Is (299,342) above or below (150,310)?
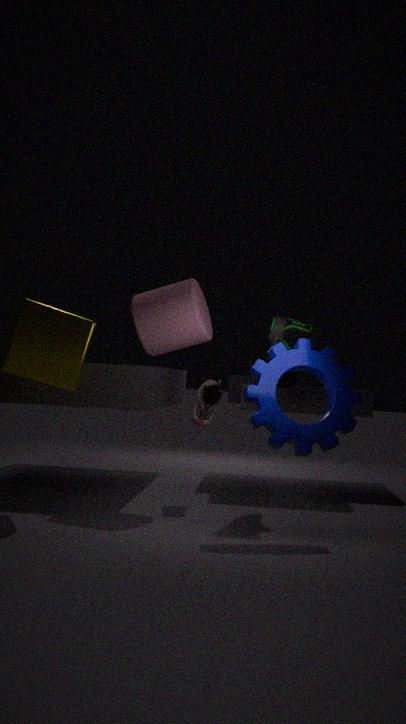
below
